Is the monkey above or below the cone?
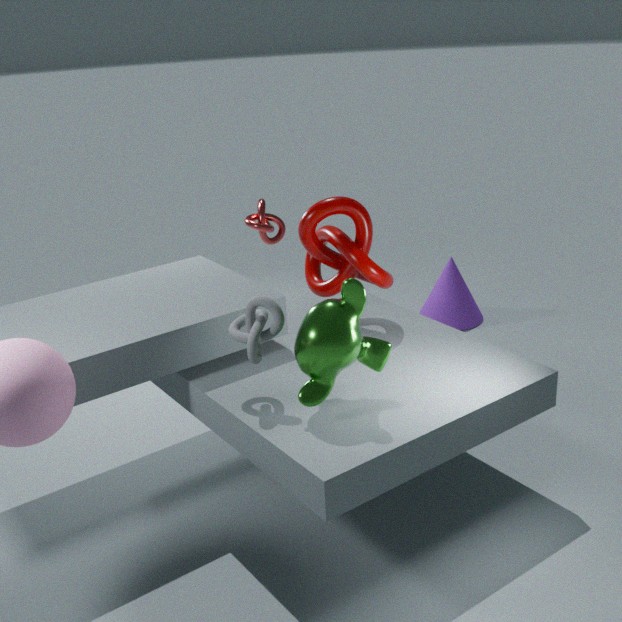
above
